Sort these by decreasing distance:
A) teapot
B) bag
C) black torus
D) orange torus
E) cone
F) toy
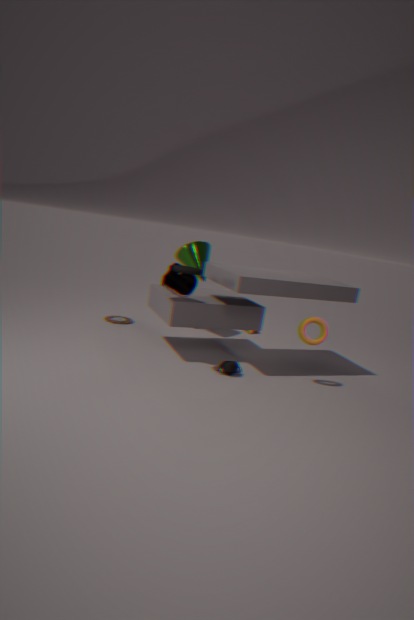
toy → cone → teapot → orange torus → bag → black torus
